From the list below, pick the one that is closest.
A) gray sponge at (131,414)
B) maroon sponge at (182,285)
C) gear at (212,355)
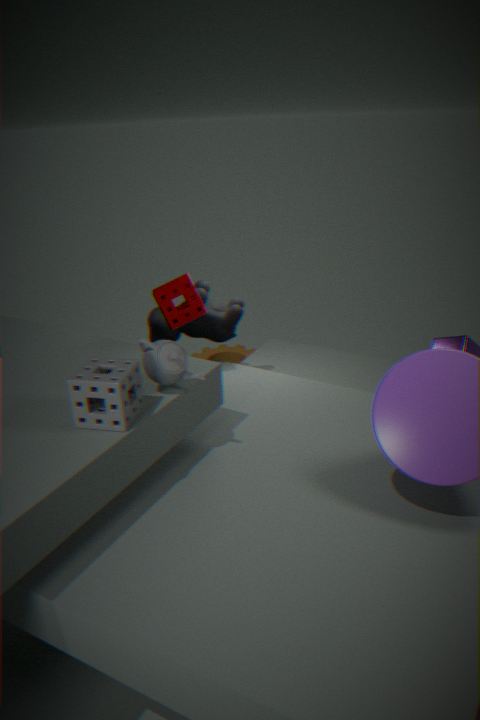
A. gray sponge at (131,414)
